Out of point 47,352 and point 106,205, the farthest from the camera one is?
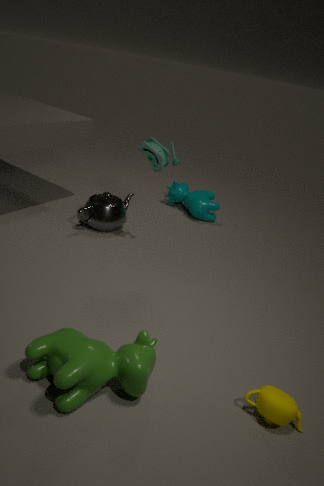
point 106,205
